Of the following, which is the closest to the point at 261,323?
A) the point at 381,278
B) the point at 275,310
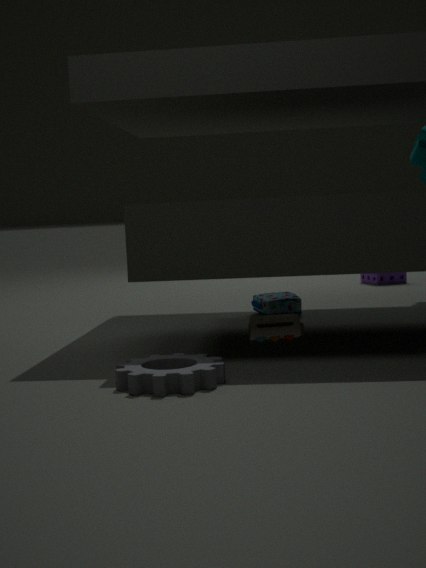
the point at 275,310
